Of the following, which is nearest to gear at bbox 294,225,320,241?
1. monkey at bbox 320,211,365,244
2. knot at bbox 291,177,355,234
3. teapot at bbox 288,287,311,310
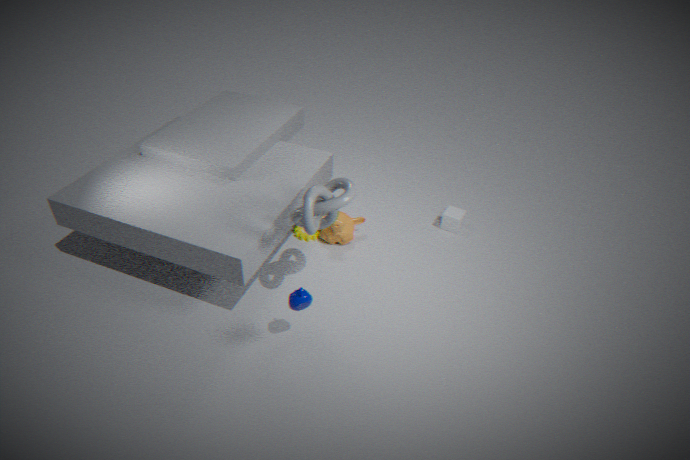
monkey at bbox 320,211,365,244
